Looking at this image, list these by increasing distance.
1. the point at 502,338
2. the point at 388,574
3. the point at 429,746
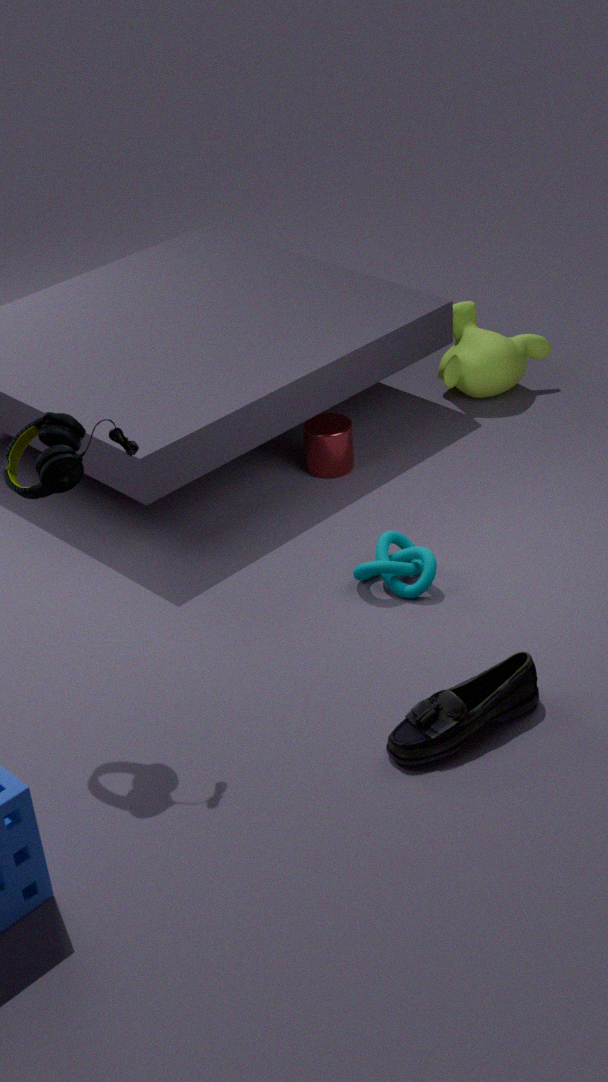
the point at 429,746, the point at 388,574, the point at 502,338
